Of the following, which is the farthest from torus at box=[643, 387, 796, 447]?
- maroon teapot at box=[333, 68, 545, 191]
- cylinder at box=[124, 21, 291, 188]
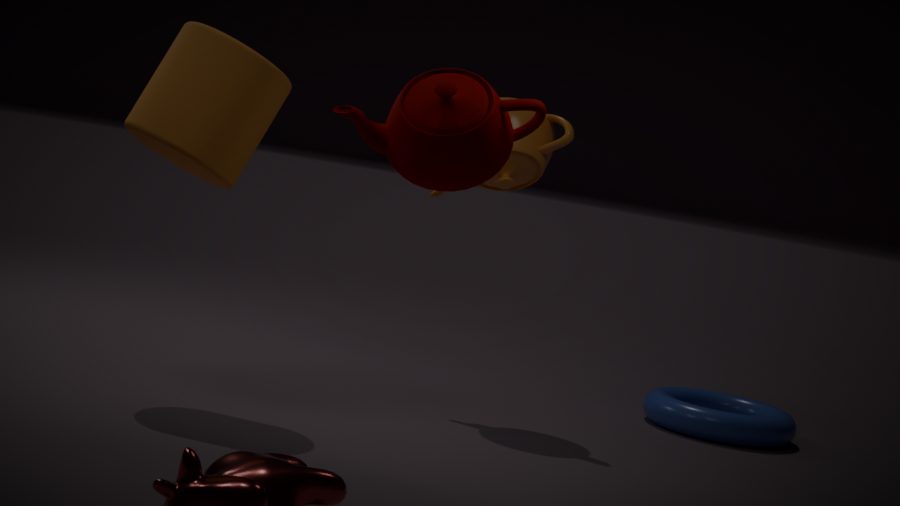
cylinder at box=[124, 21, 291, 188]
